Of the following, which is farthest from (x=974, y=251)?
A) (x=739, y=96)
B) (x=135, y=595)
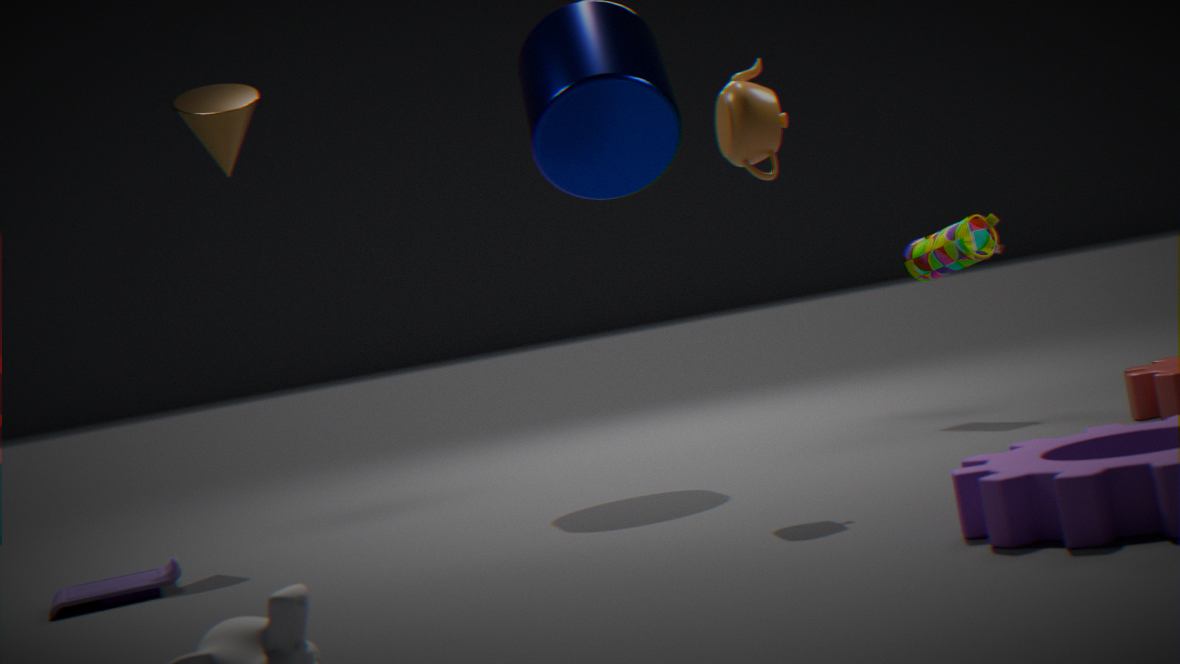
(x=135, y=595)
